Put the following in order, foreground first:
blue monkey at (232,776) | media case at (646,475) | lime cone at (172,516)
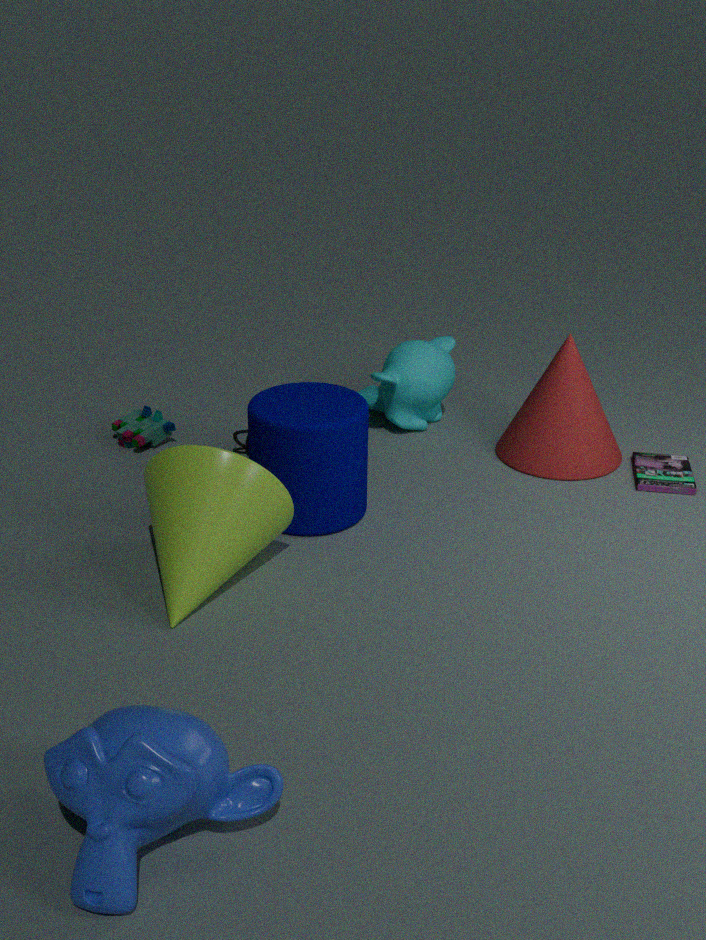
blue monkey at (232,776)
lime cone at (172,516)
media case at (646,475)
